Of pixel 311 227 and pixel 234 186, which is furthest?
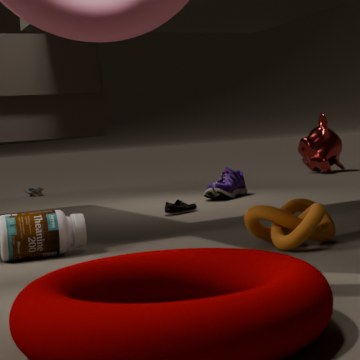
pixel 234 186
